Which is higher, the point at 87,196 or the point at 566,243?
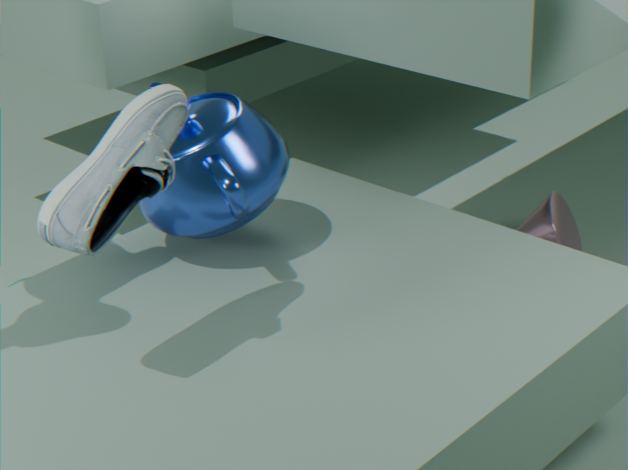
the point at 87,196
